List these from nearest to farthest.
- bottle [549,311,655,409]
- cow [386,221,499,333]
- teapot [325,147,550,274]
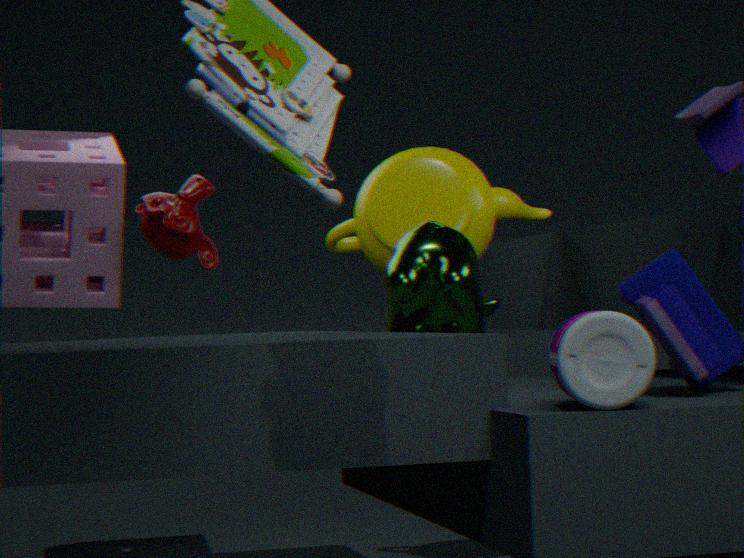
bottle [549,311,655,409], cow [386,221,499,333], teapot [325,147,550,274]
